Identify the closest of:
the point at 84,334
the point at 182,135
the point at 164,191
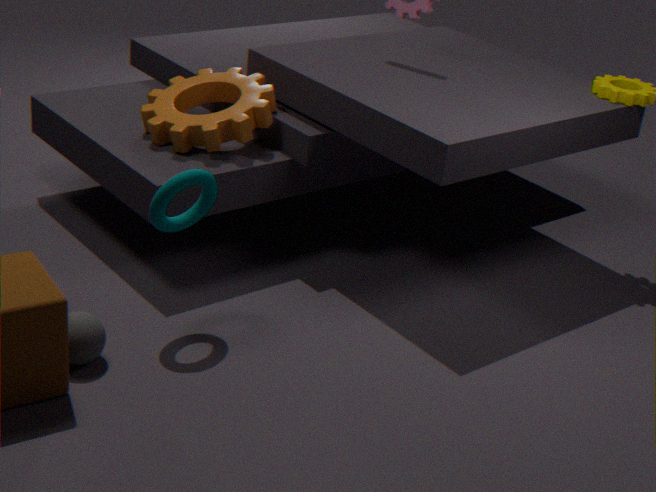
the point at 84,334
